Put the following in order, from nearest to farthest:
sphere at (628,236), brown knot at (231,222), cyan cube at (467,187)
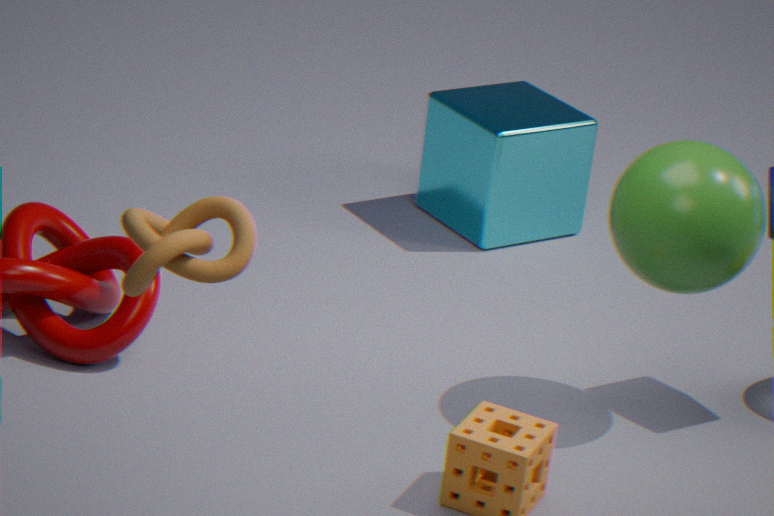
brown knot at (231,222) < sphere at (628,236) < cyan cube at (467,187)
